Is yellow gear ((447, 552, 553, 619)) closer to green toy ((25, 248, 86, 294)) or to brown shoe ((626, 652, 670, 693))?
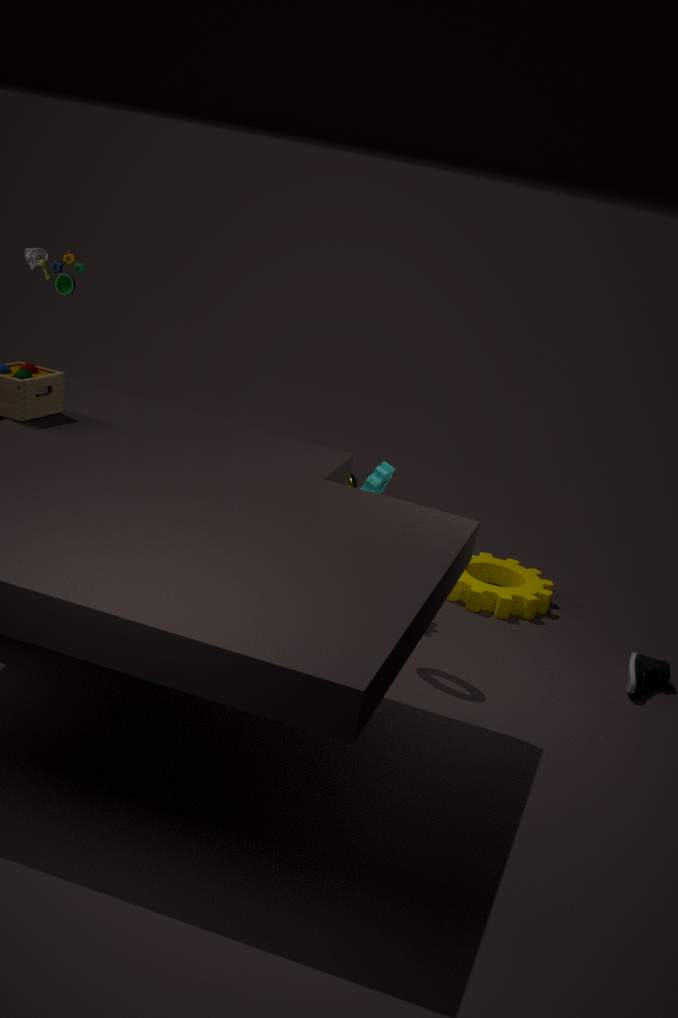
brown shoe ((626, 652, 670, 693))
